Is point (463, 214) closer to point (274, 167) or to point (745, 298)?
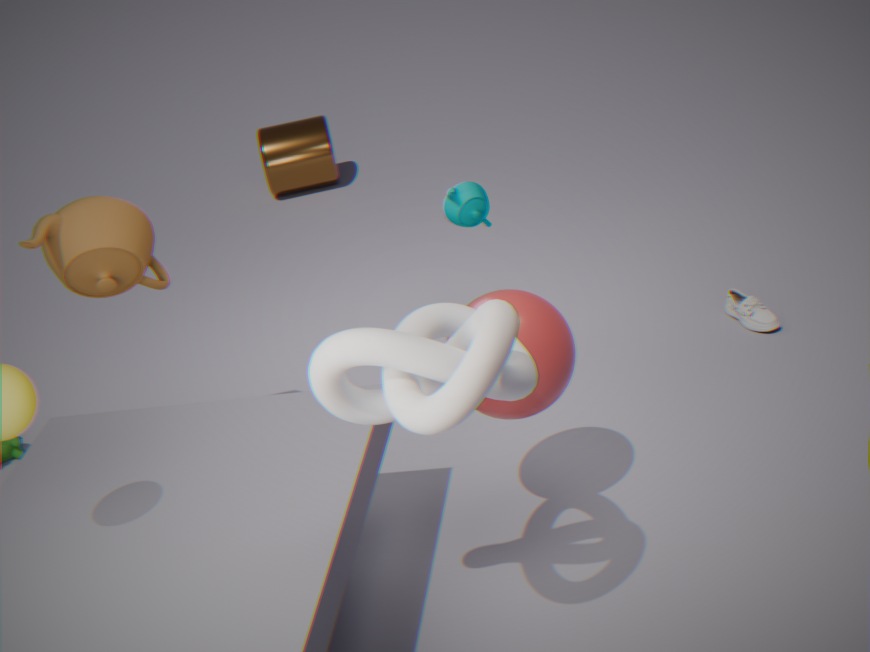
point (745, 298)
